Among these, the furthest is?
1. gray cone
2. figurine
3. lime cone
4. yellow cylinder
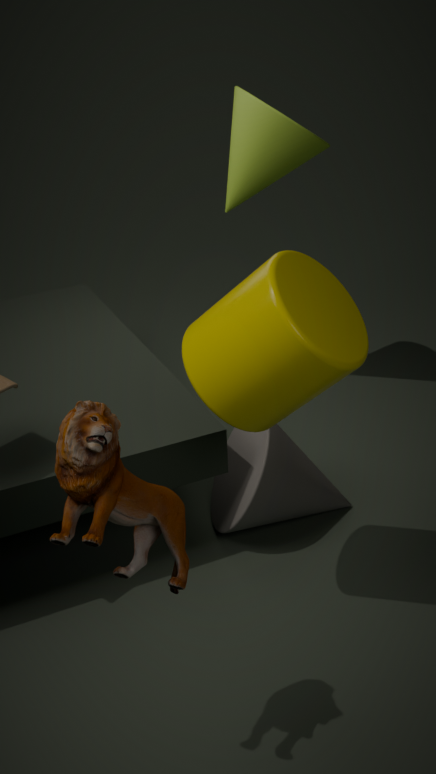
lime cone
